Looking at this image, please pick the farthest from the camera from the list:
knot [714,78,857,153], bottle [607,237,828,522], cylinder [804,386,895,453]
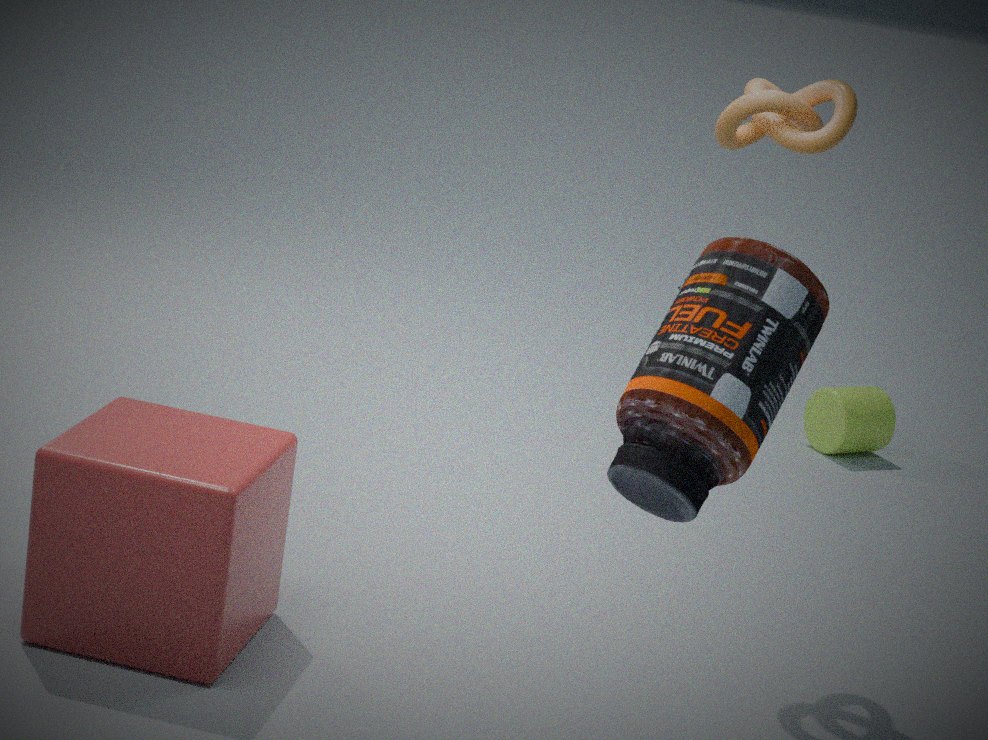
cylinder [804,386,895,453]
